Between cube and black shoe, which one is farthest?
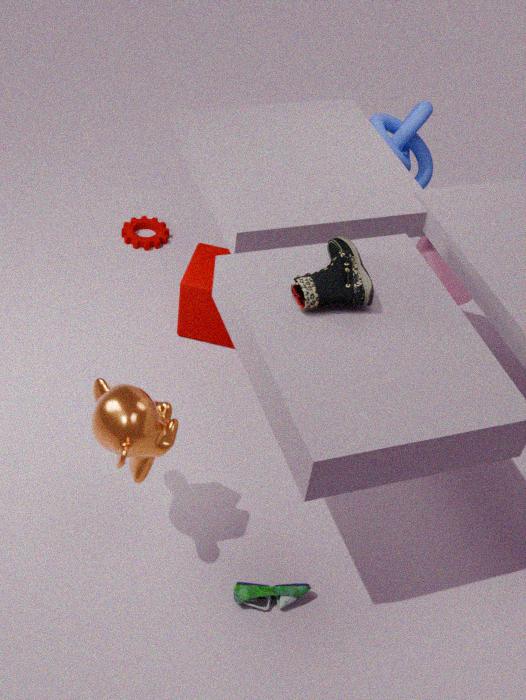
cube
